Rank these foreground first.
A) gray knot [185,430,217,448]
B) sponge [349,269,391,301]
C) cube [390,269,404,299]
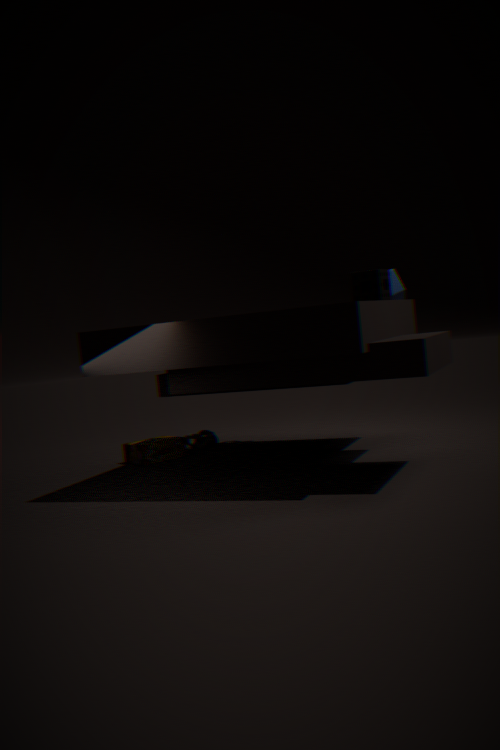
1. sponge [349,269,391,301]
2. cube [390,269,404,299]
3. gray knot [185,430,217,448]
